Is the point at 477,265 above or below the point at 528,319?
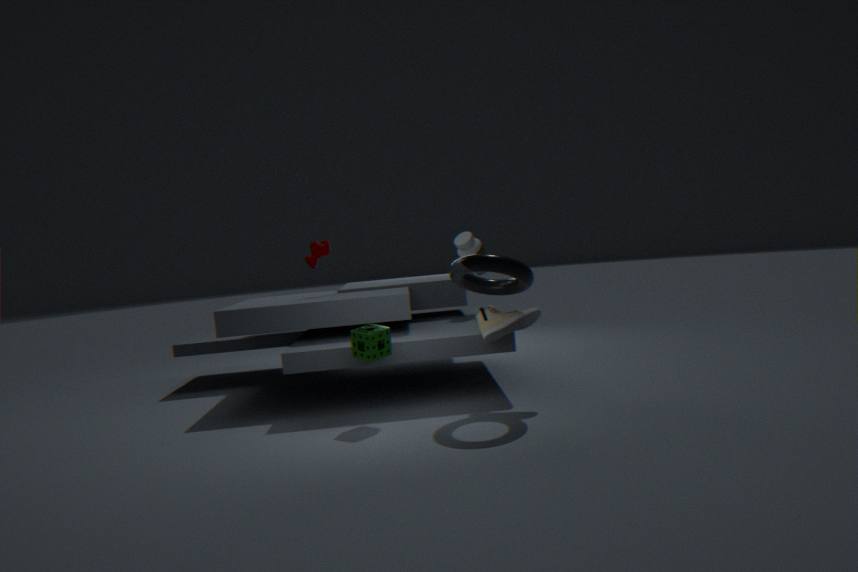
above
